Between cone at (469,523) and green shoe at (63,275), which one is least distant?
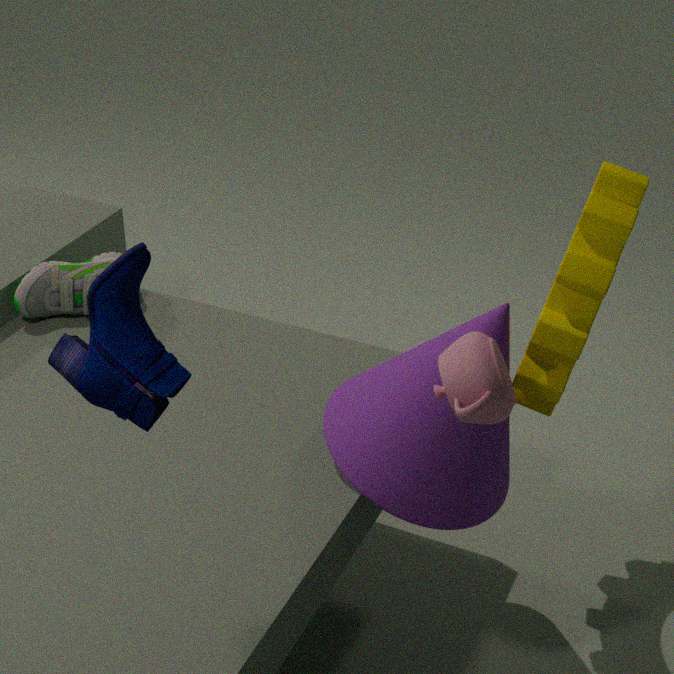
cone at (469,523)
